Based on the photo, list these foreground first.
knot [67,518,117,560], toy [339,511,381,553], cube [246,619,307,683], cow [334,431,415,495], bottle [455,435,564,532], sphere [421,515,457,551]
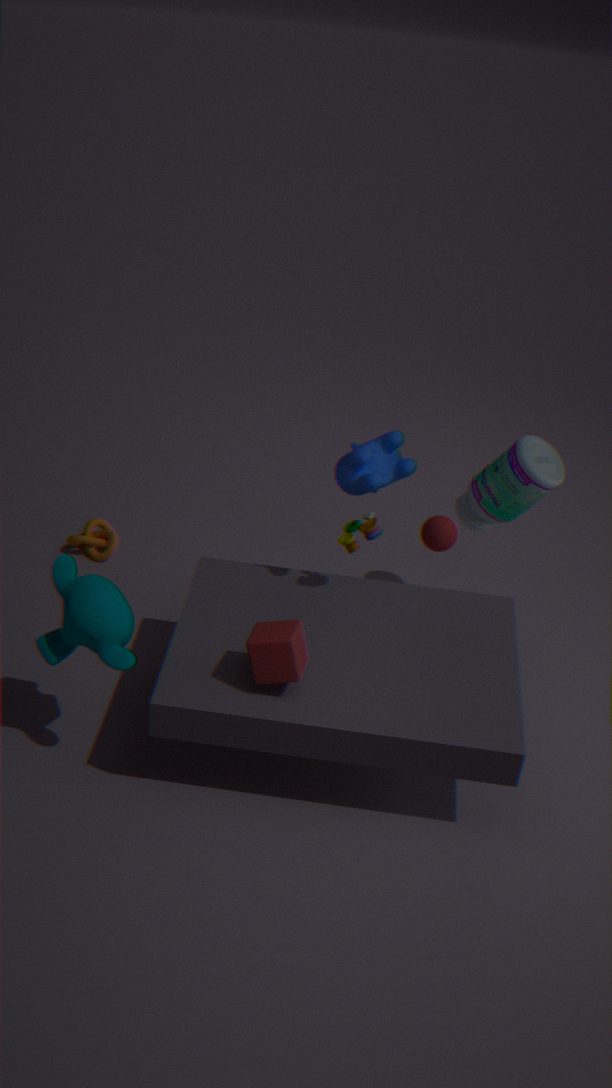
cube [246,619,307,683] < cow [334,431,415,495] < bottle [455,435,564,532] < toy [339,511,381,553] < sphere [421,515,457,551] < knot [67,518,117,560]
